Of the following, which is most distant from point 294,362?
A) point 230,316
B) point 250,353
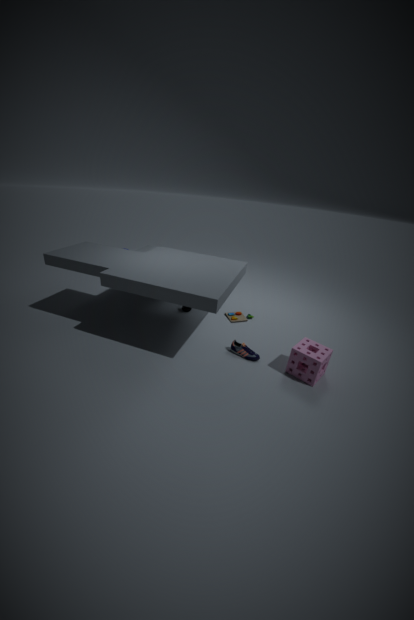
point 230,316
